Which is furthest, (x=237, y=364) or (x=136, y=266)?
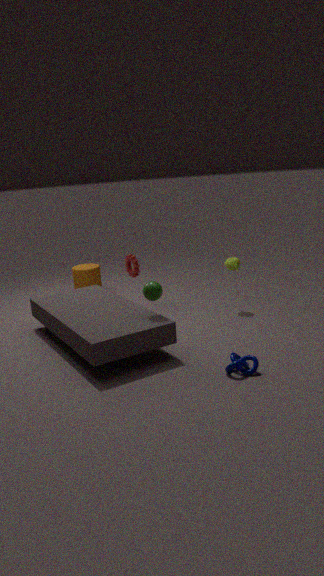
(x=136, y=266)
